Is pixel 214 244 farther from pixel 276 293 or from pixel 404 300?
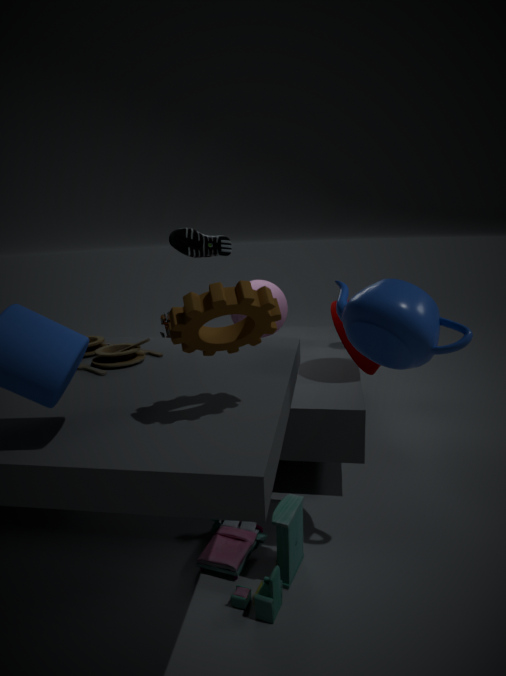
pixel 276 293
